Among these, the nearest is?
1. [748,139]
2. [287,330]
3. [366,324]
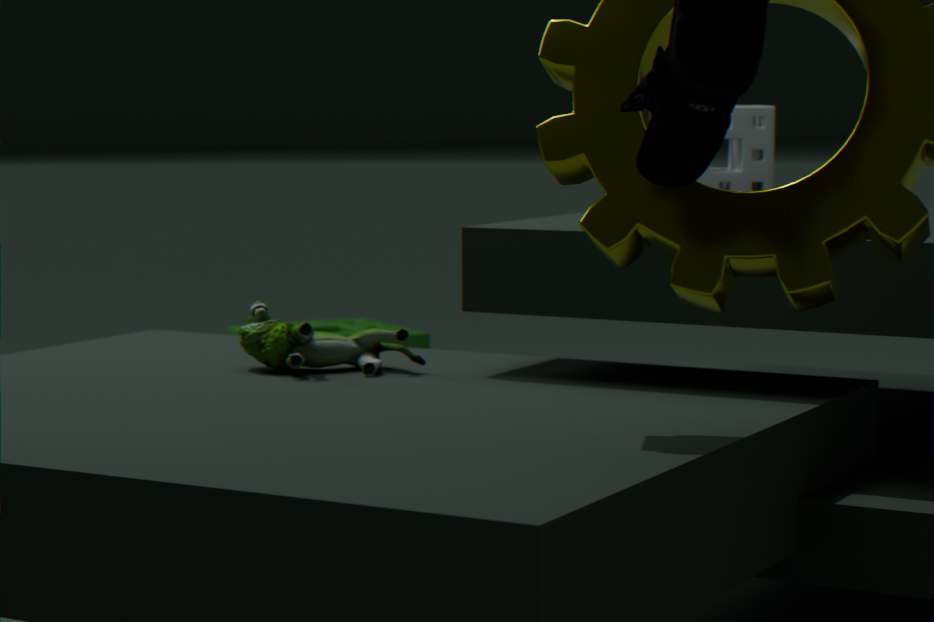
[287,330]
